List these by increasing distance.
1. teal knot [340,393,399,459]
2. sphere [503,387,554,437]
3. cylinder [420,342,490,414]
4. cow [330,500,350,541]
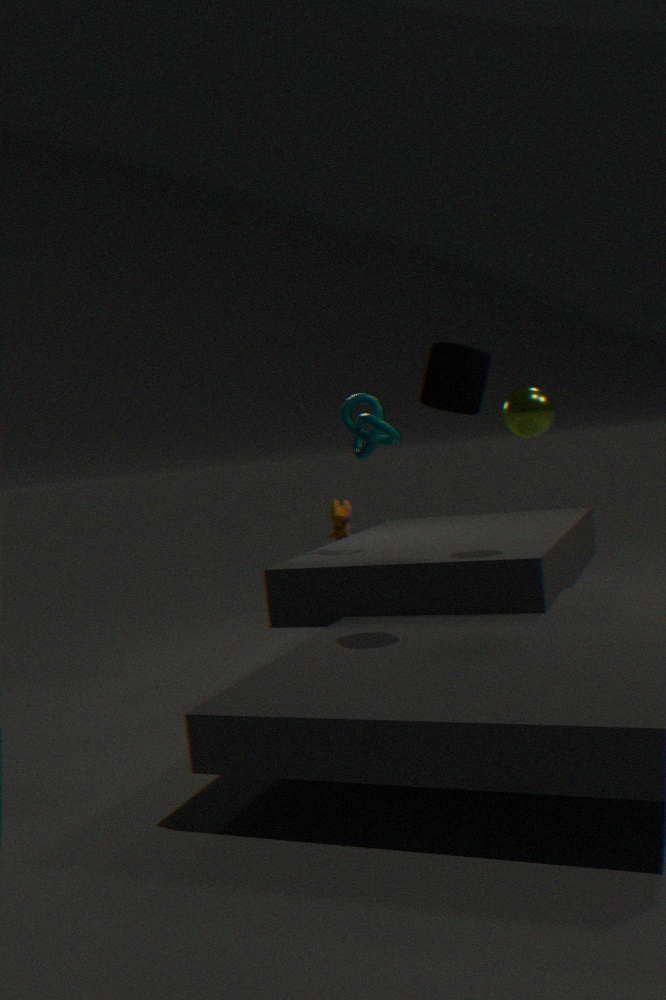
cylinder [420,342,490,414] < sphere [503,387,554,437] < teal knot [340,393,399,459] < cow [330,500,350,541]
